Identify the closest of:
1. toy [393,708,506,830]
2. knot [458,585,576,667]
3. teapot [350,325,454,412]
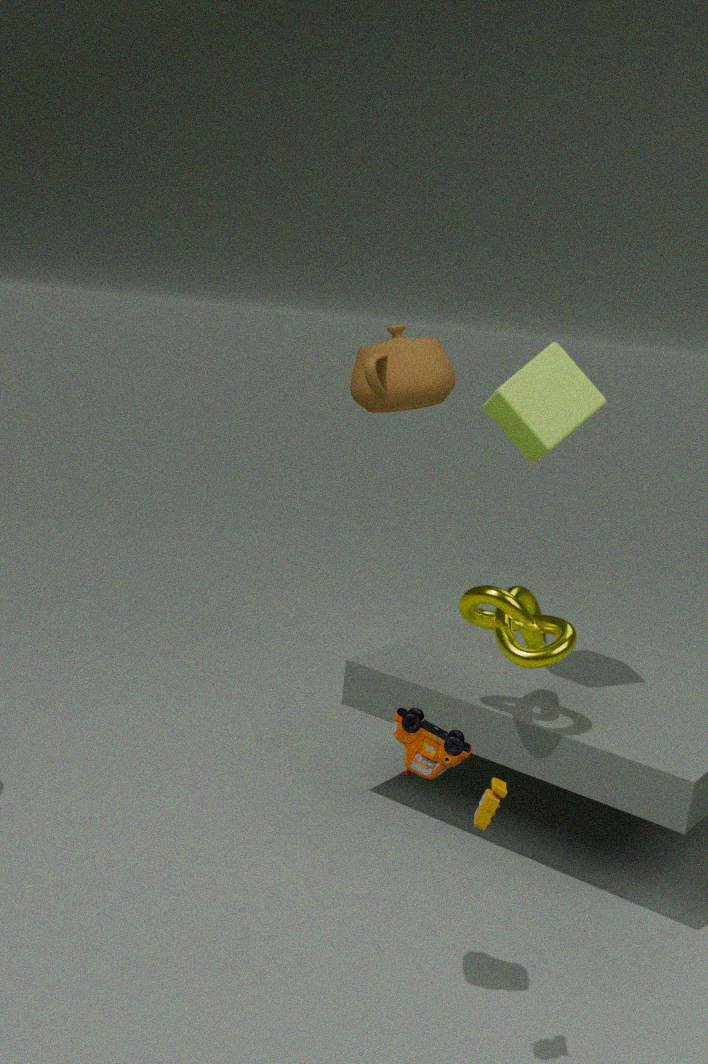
toy [393,708,506,830]
